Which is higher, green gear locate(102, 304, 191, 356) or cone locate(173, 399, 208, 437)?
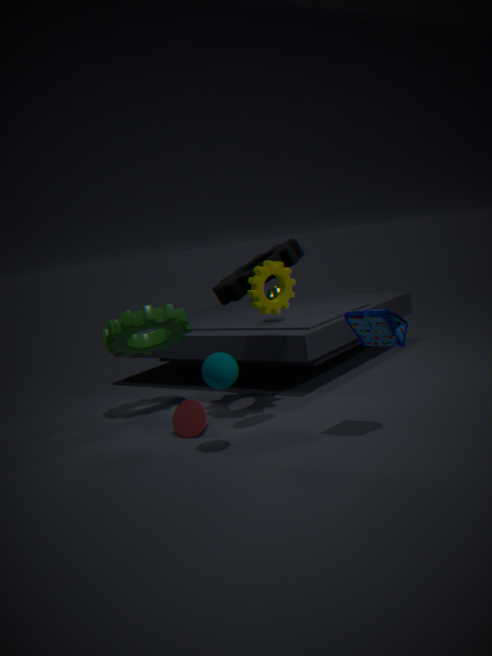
green gear locate(102, 304, 191, 356)
